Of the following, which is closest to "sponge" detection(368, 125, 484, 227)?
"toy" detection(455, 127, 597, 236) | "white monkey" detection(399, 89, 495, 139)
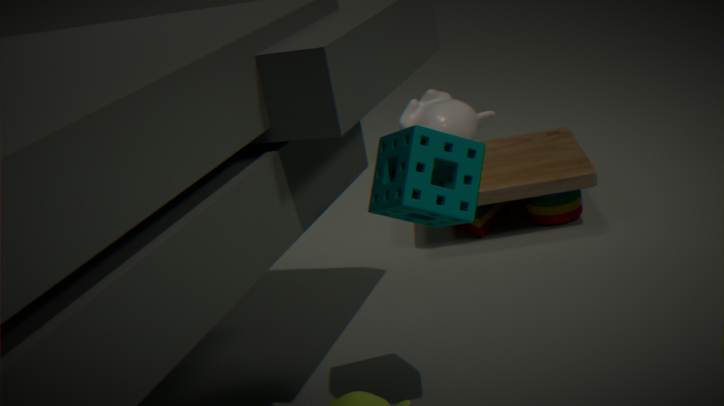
"toy" detection(455, 127, 597, 236)
